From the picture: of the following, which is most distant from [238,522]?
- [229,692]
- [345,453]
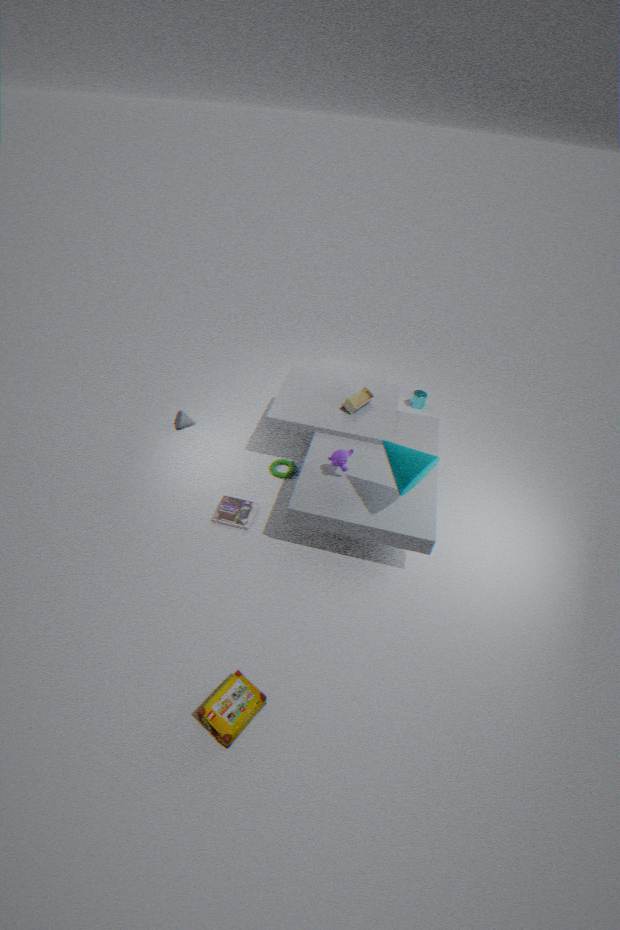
[229,692]
